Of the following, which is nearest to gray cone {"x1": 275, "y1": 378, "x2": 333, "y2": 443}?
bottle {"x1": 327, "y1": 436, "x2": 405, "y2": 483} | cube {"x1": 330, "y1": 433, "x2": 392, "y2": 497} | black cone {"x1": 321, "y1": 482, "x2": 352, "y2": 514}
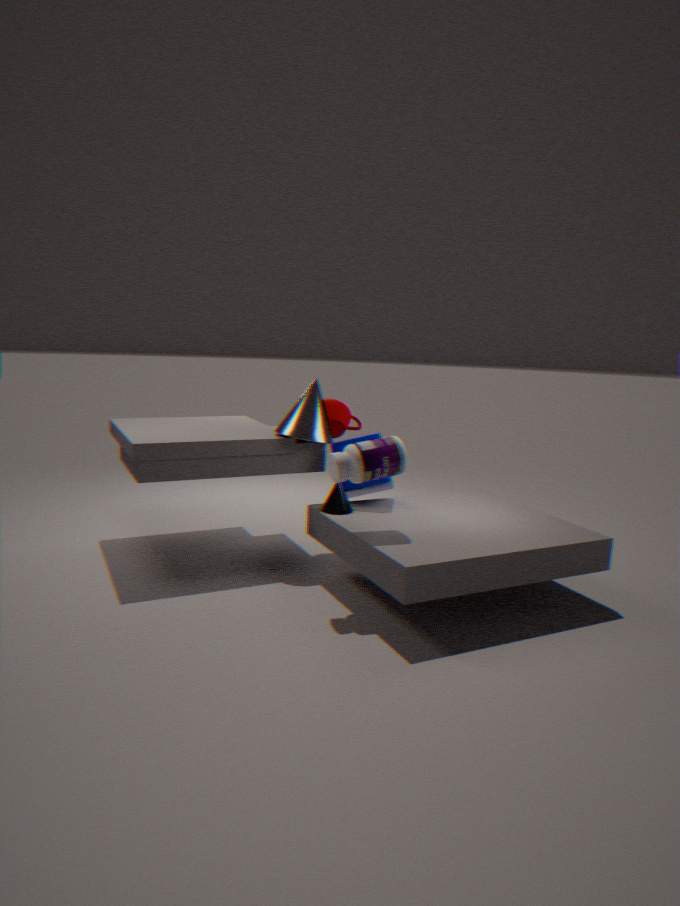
cube {"x1": 330, "y1": 433, "x2": 392, "y2": 497}
